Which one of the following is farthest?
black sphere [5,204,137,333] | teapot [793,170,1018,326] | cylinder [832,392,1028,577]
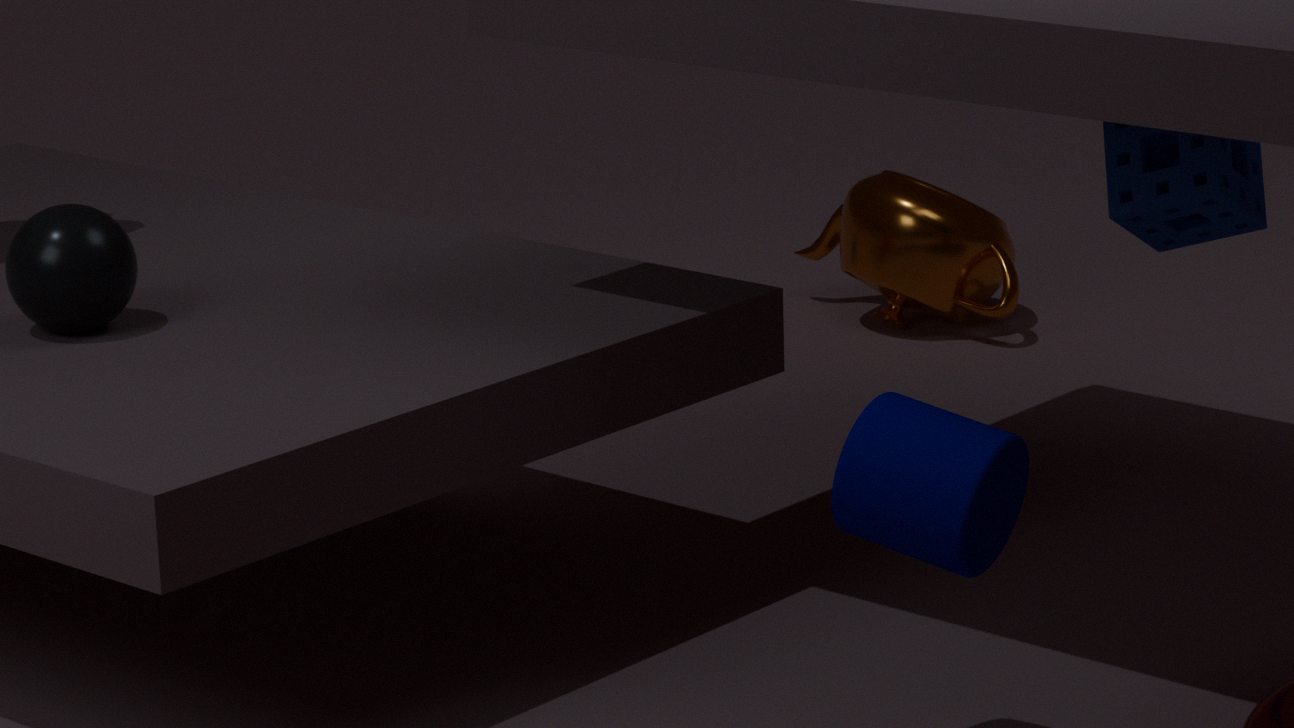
teapot [793,170,1018,326]
